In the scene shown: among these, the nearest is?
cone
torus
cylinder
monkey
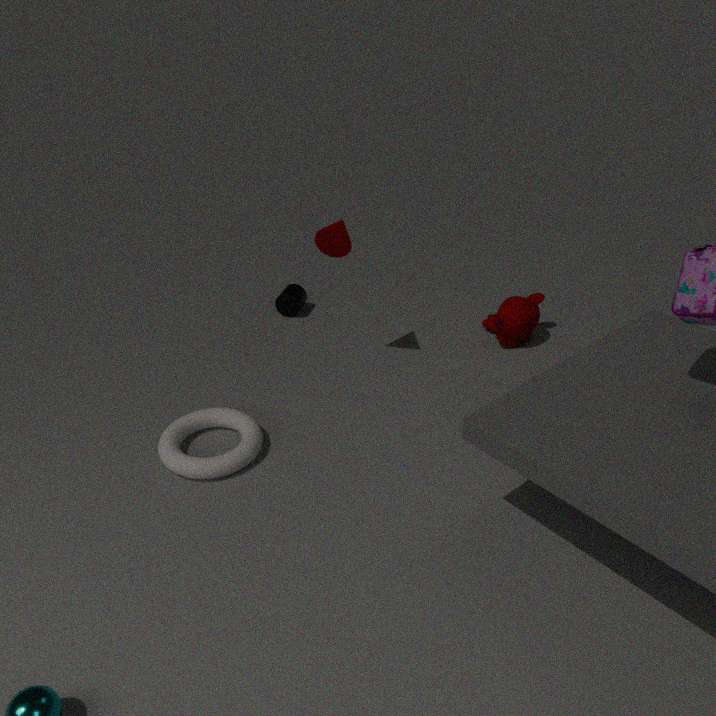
torus
